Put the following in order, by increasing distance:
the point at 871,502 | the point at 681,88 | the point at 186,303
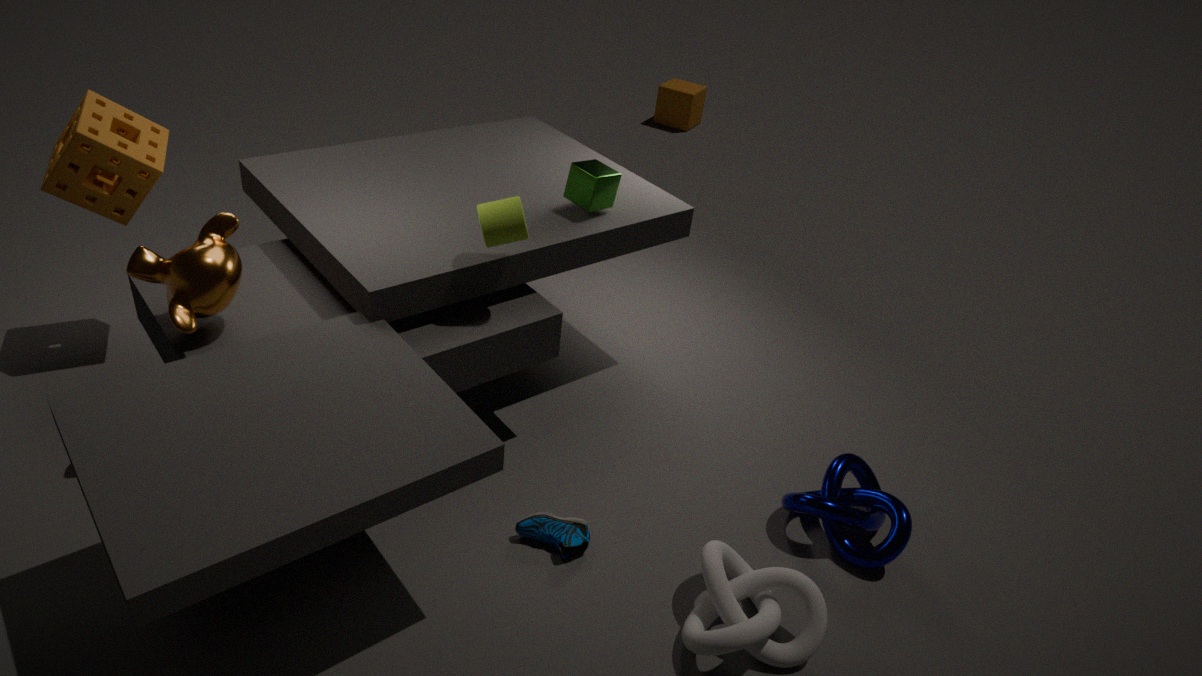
1. the point at 186,303
2. the point at 871,502
3. the point at 681,88
